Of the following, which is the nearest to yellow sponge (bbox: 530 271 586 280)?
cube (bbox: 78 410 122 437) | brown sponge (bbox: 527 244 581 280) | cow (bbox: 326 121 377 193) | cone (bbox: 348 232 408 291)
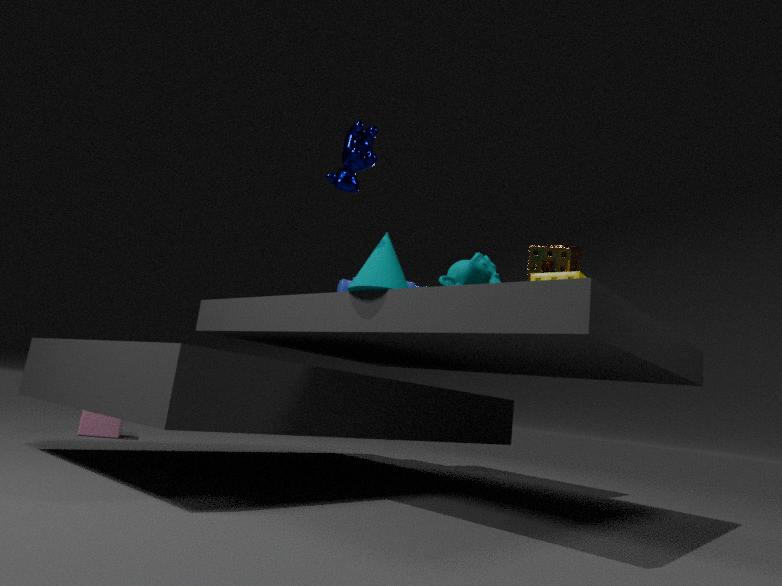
brown sponge (bbox: 527 244 581 280)
